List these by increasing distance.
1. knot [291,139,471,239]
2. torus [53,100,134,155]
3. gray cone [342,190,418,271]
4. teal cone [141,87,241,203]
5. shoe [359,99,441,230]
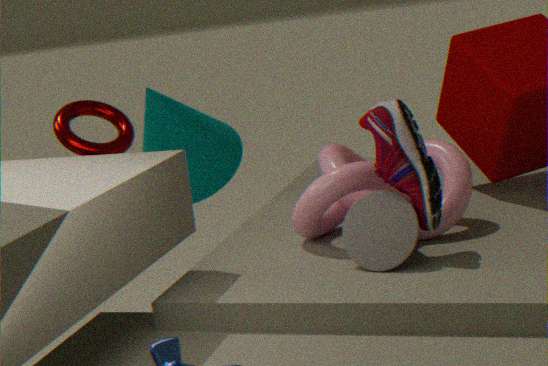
shoe [359,99,441,230] → gray cone [342,190,418,271] → knot [291,139,471,239] → torus [53,100,134,155] → teal cone [141,87,241,203]
